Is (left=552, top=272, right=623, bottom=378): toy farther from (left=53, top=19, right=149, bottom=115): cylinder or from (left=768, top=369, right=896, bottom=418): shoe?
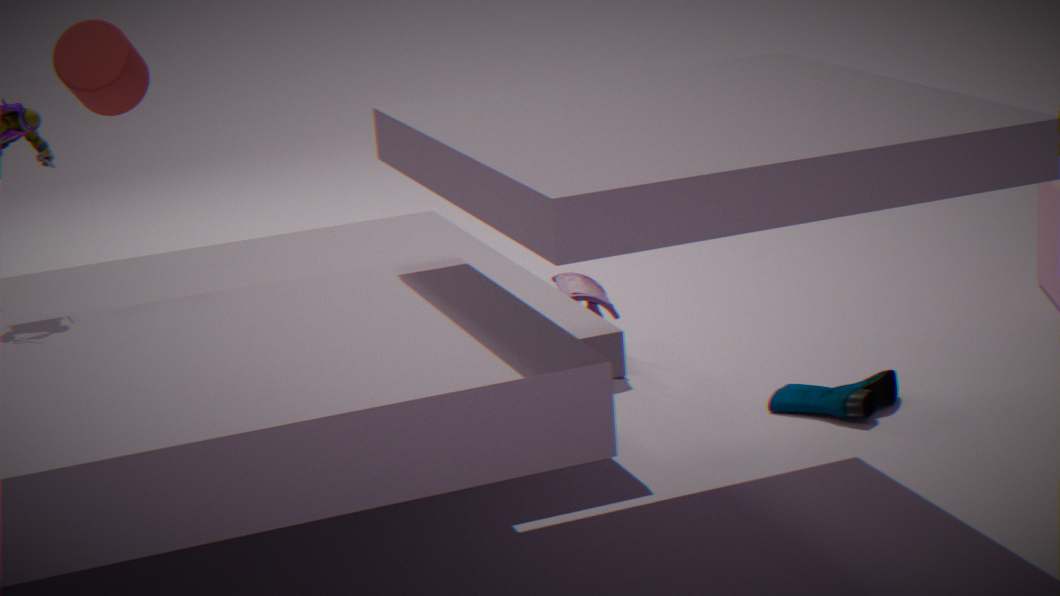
(left=53, top=19, right=149, bottom=115): cylinder
